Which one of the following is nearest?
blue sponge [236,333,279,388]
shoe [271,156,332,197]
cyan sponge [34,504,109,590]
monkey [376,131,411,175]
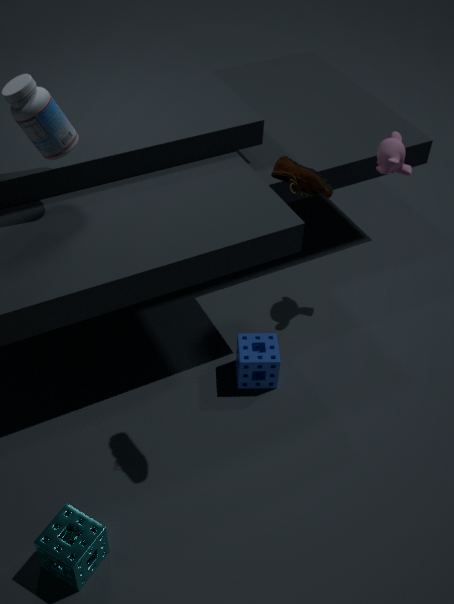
shoe [271,156,332,197]
